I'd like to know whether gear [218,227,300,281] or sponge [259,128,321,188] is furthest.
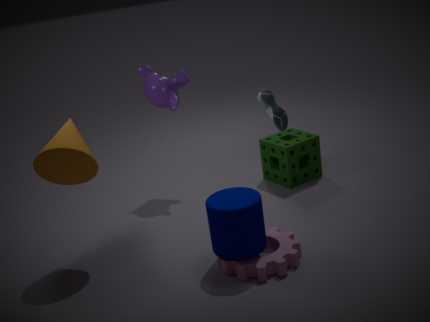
sponge [259,128,321,188]
